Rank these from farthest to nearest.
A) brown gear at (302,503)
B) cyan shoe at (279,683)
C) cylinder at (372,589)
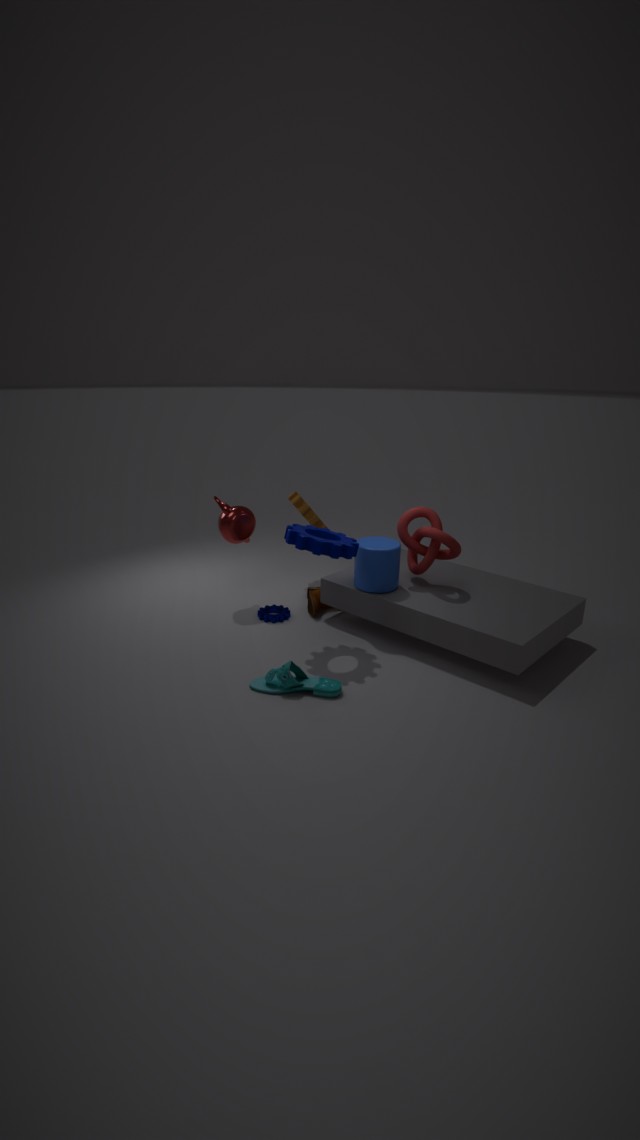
brown gear at (302,503), cylinder at (372,589), cyan shoe at (279,683)
